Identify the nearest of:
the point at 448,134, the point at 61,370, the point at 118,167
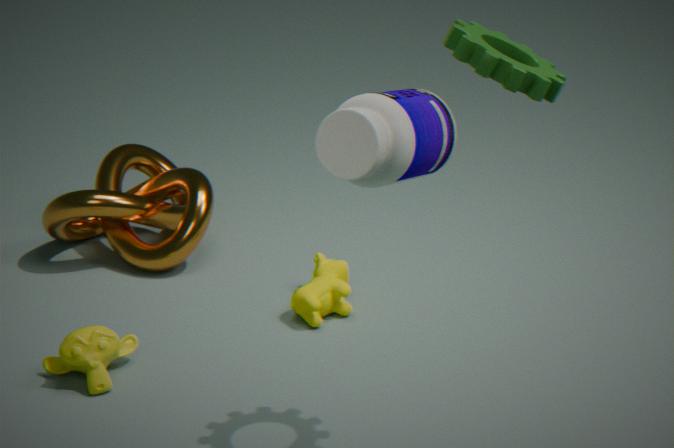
the point at 448,134
